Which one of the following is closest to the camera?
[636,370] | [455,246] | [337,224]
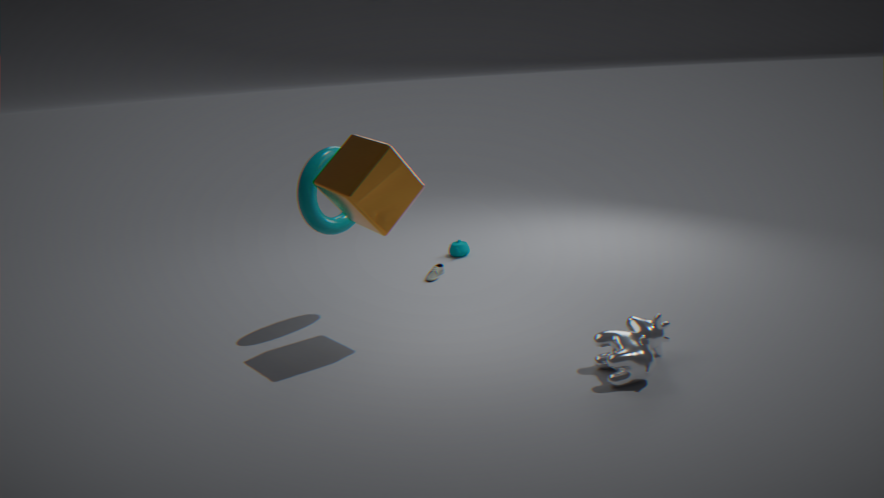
[636,370]
